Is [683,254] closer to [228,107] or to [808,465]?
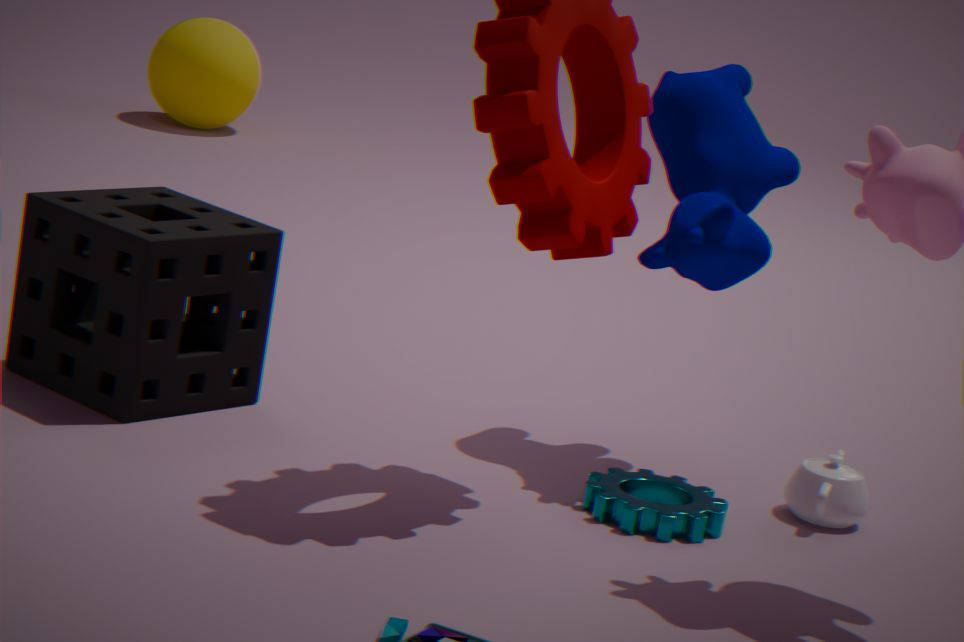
[808,465]
